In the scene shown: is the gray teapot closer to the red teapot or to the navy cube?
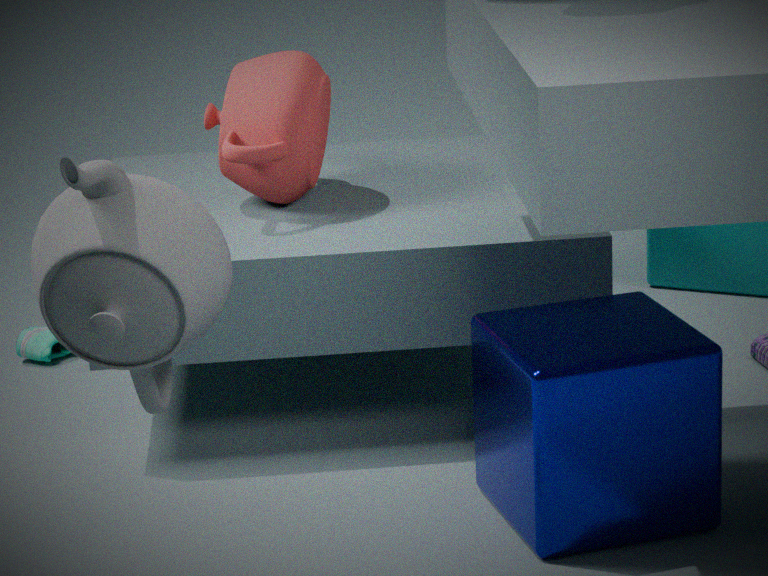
the navy cube
